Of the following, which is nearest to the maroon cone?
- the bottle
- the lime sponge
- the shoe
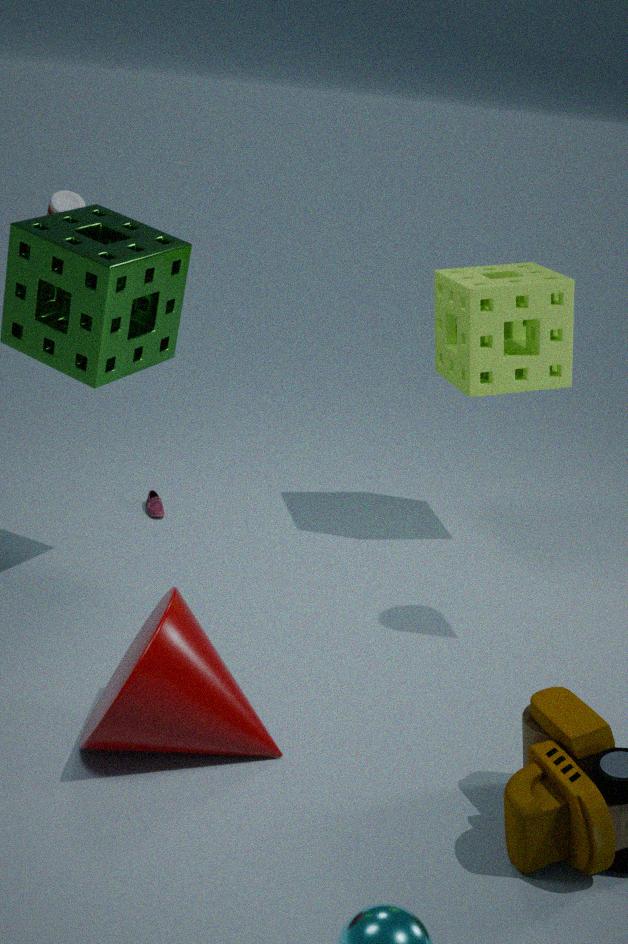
the shoe
